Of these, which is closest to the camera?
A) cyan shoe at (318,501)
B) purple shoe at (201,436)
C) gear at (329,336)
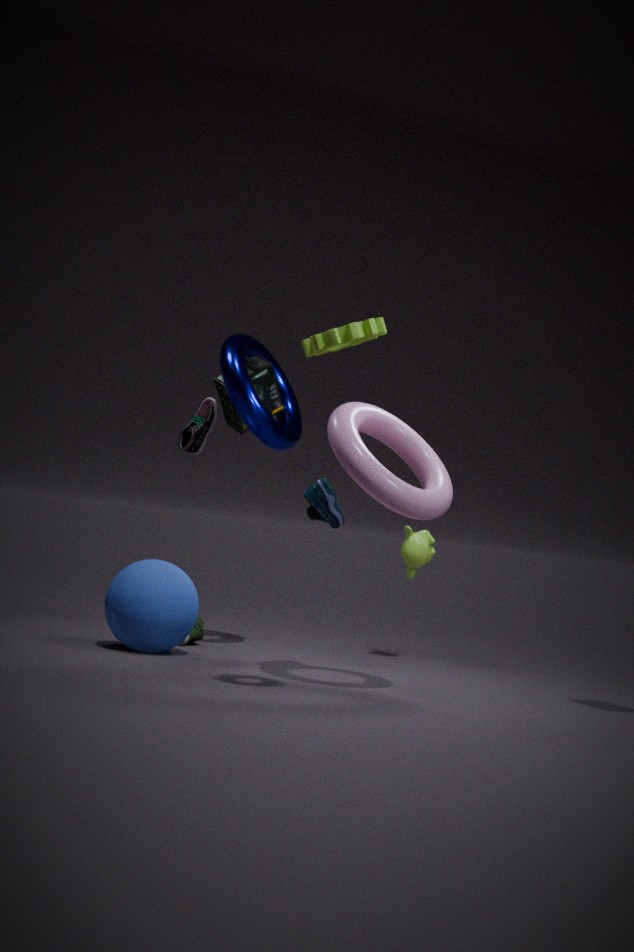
gear at (329,336)
